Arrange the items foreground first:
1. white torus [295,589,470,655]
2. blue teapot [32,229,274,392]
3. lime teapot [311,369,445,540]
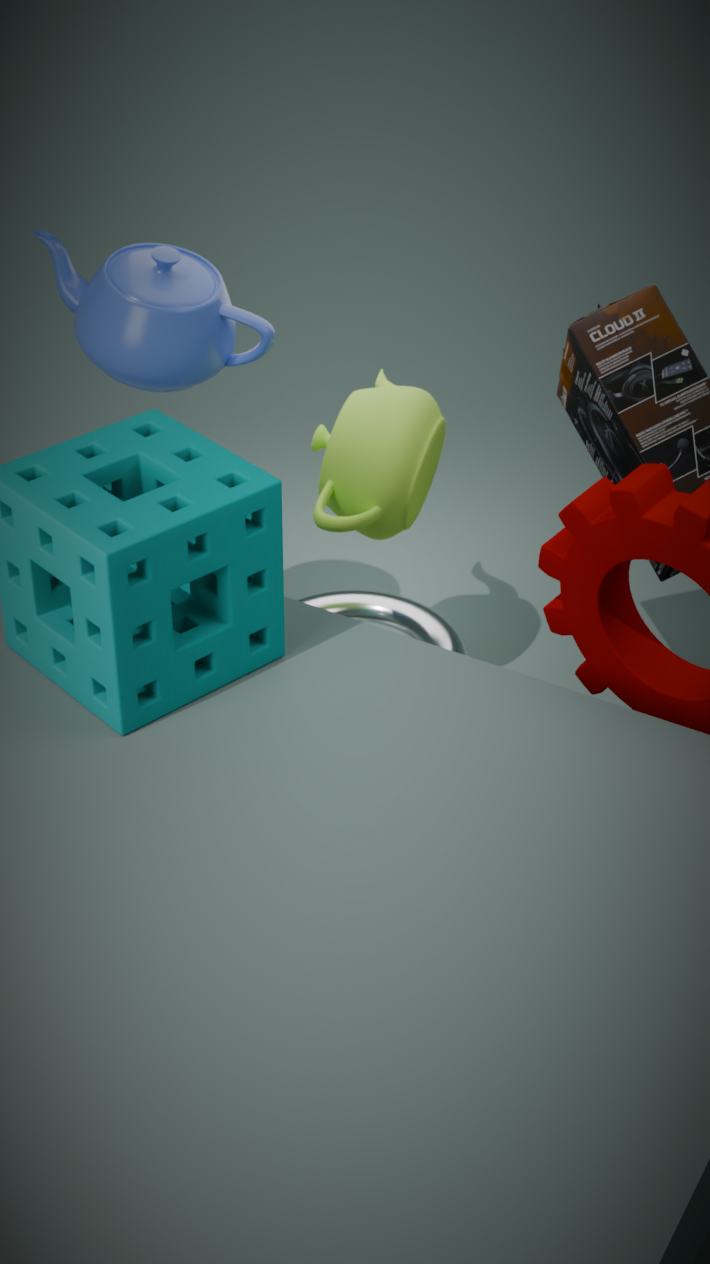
blue teapot [32,229,274,392], lime teapot [311,369,445,540], white torus [295,589,470,655]
